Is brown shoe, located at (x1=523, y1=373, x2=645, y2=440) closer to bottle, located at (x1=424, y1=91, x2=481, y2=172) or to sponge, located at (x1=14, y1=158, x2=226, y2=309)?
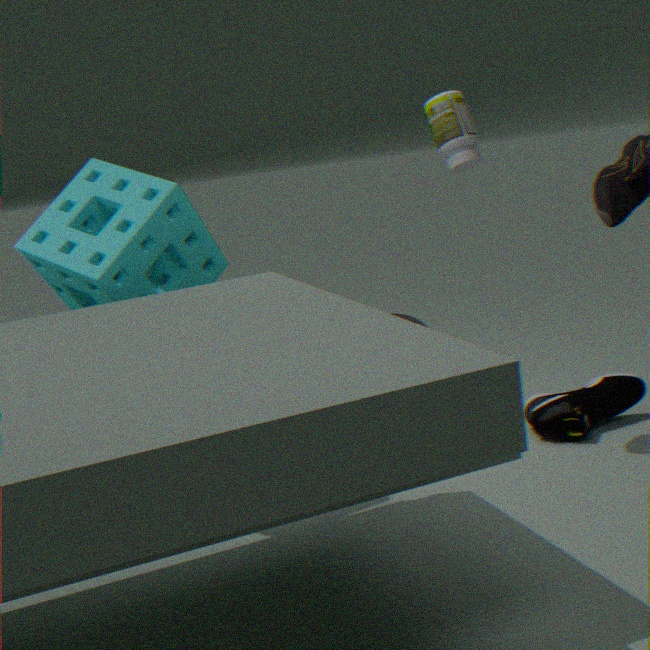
bottle, located at (x1=424, y1=91, x2=481, y2=172)
